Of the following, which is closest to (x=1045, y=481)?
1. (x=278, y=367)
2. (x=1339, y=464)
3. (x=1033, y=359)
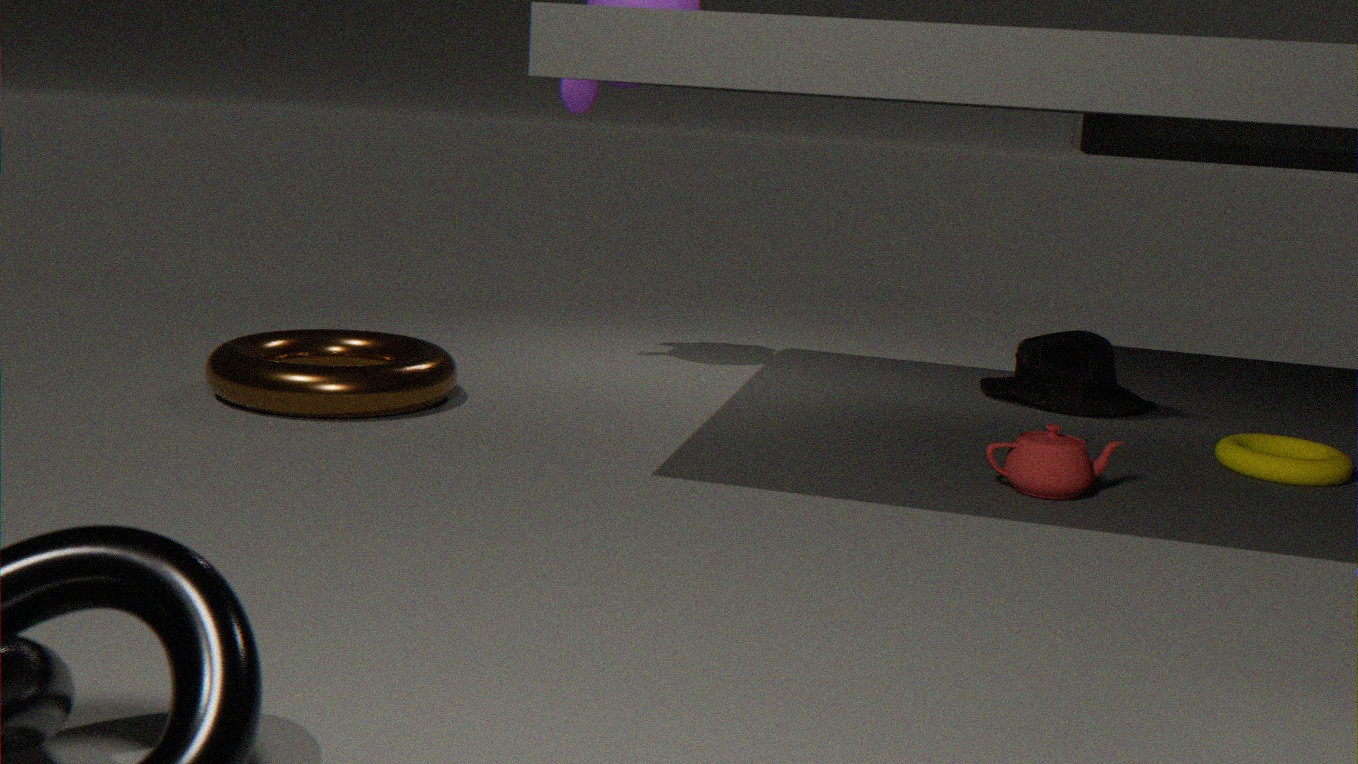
(x=1339, y=464)
